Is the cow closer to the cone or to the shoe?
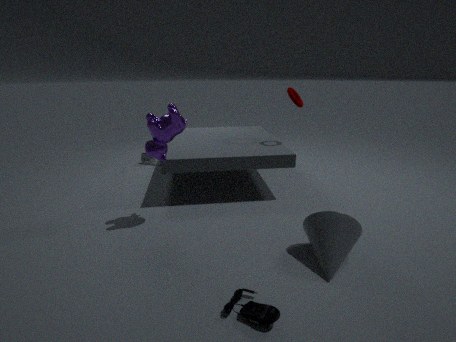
the cone
